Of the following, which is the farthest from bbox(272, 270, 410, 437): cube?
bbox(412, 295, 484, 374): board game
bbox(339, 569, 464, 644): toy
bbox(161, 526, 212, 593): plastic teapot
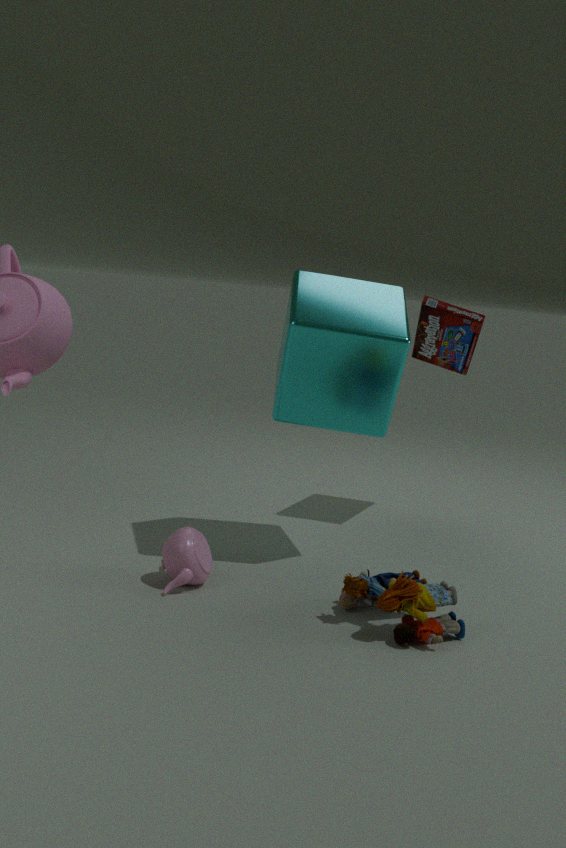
bbox(339, 569, 464, 644): toy
